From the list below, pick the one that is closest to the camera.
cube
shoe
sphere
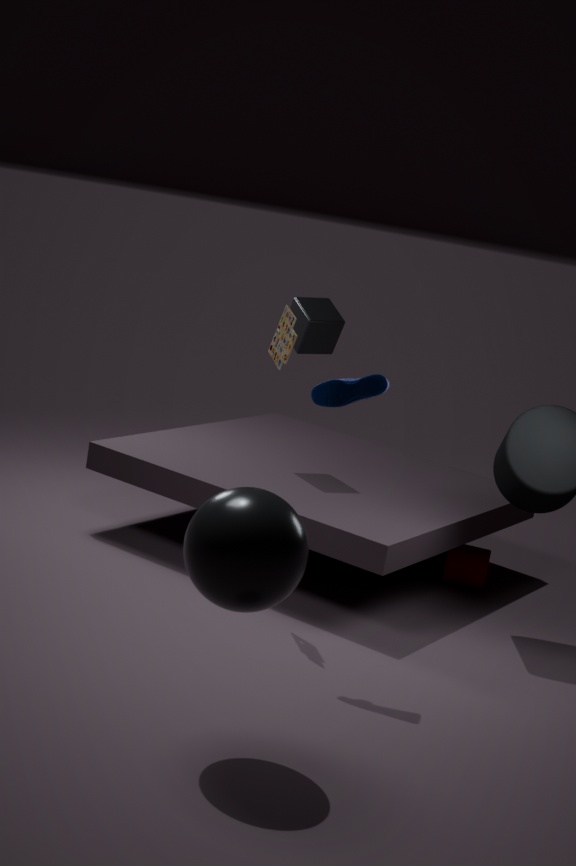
sphere
